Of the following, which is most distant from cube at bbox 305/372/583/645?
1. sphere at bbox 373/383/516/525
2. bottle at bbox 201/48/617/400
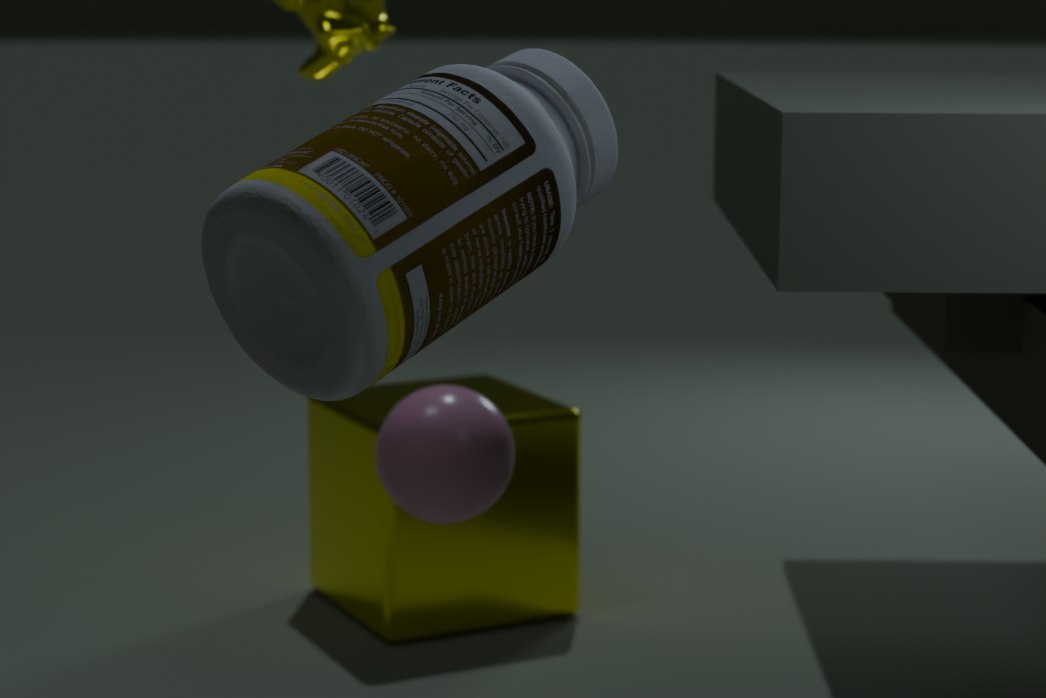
bottle at bbox 201/48/617/400
